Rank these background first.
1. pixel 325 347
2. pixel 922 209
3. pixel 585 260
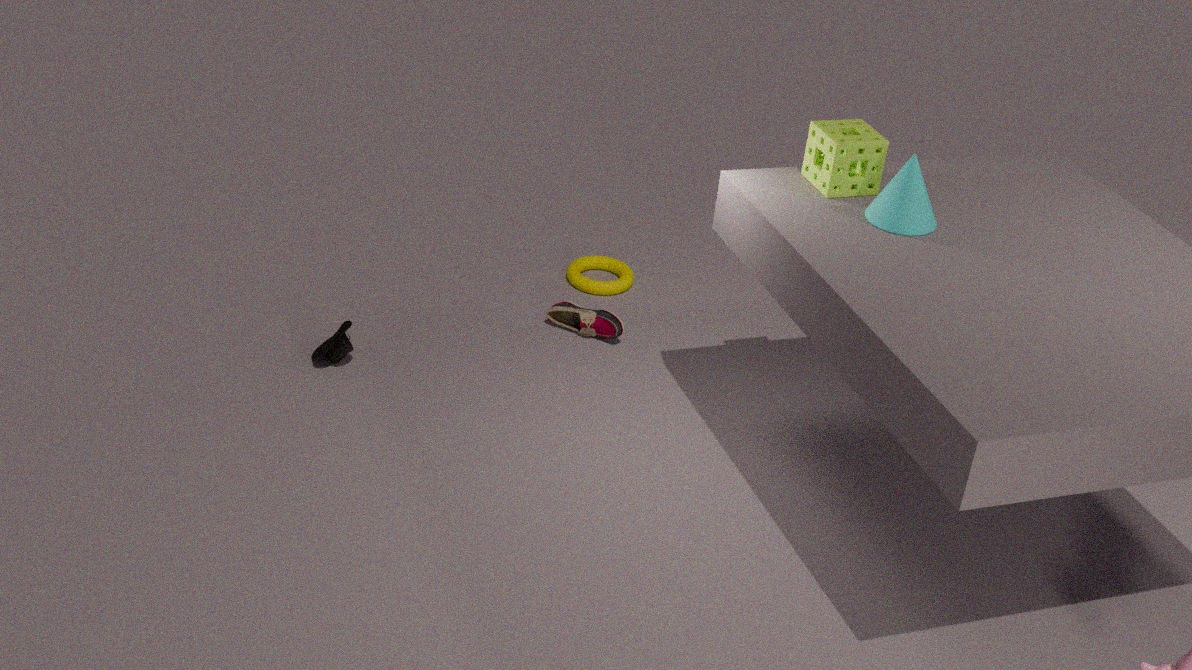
pixel 585 260
pixel 325 347
pixel 922 209
